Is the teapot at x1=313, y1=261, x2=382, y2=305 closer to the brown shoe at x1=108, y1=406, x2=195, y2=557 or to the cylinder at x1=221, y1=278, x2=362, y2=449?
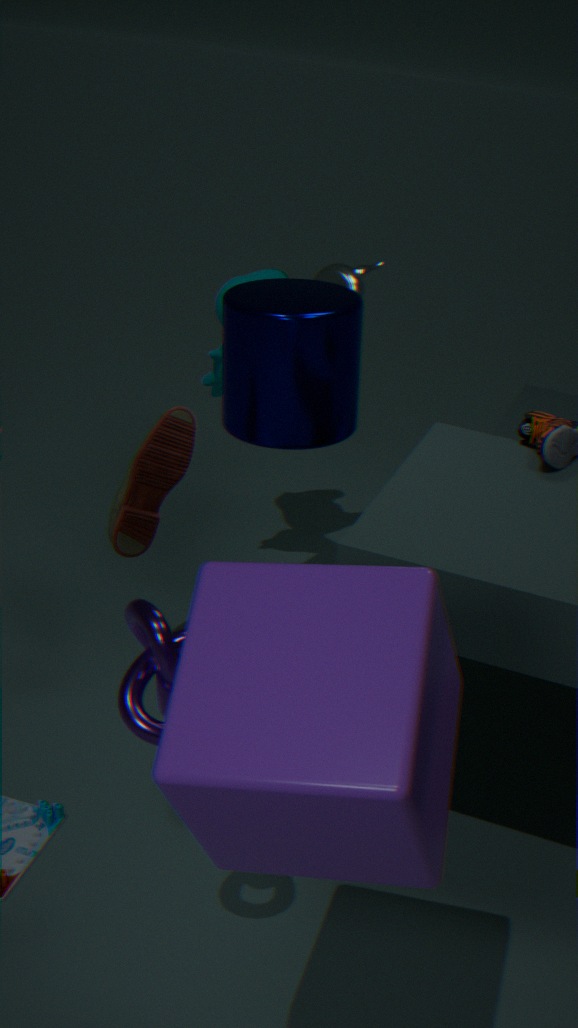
the cylinder at x1=221, y1=278, x2=362, y2=449
